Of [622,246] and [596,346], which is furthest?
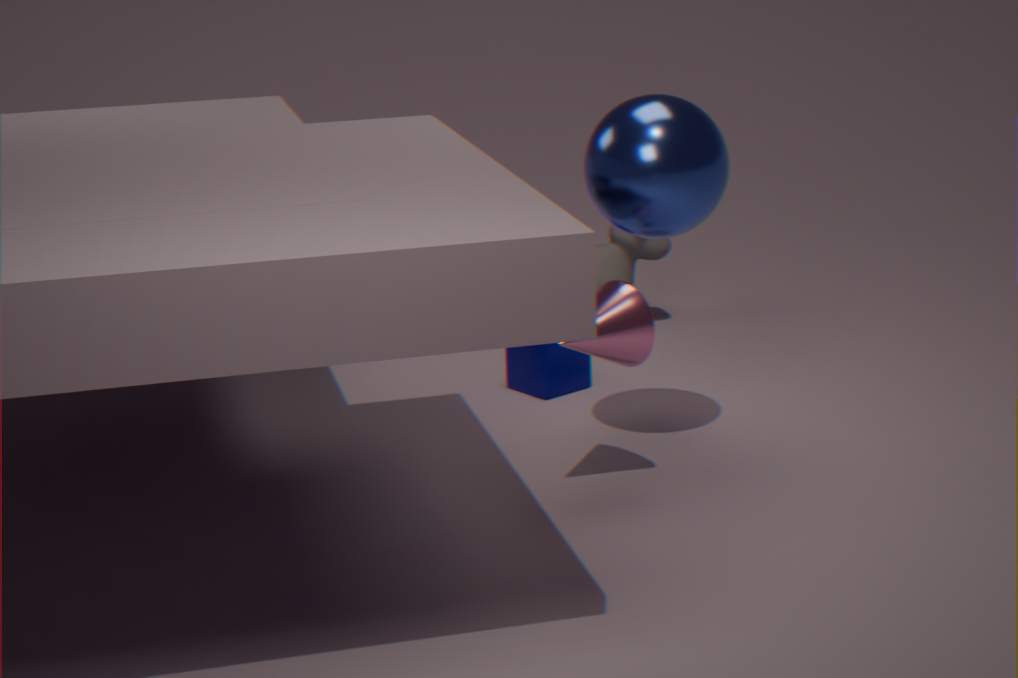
[622,246]
